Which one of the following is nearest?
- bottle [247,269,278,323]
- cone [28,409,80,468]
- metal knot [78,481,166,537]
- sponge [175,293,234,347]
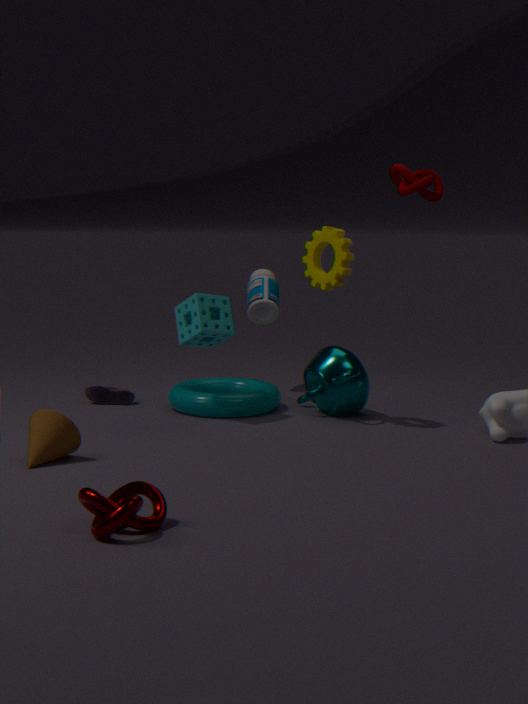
metal knot [78,481,166,537]
